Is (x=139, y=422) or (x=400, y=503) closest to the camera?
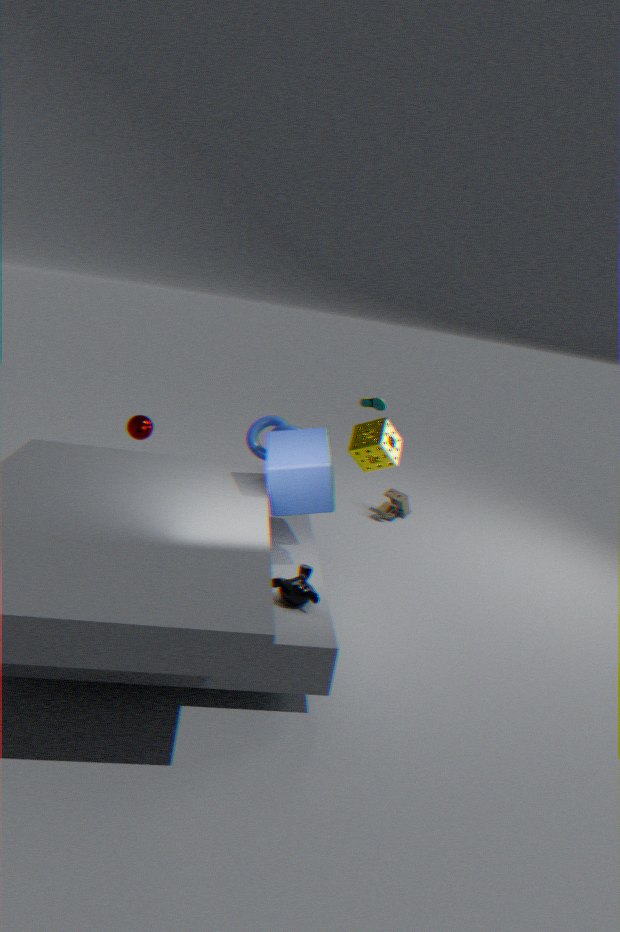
(x=139, y=422)
